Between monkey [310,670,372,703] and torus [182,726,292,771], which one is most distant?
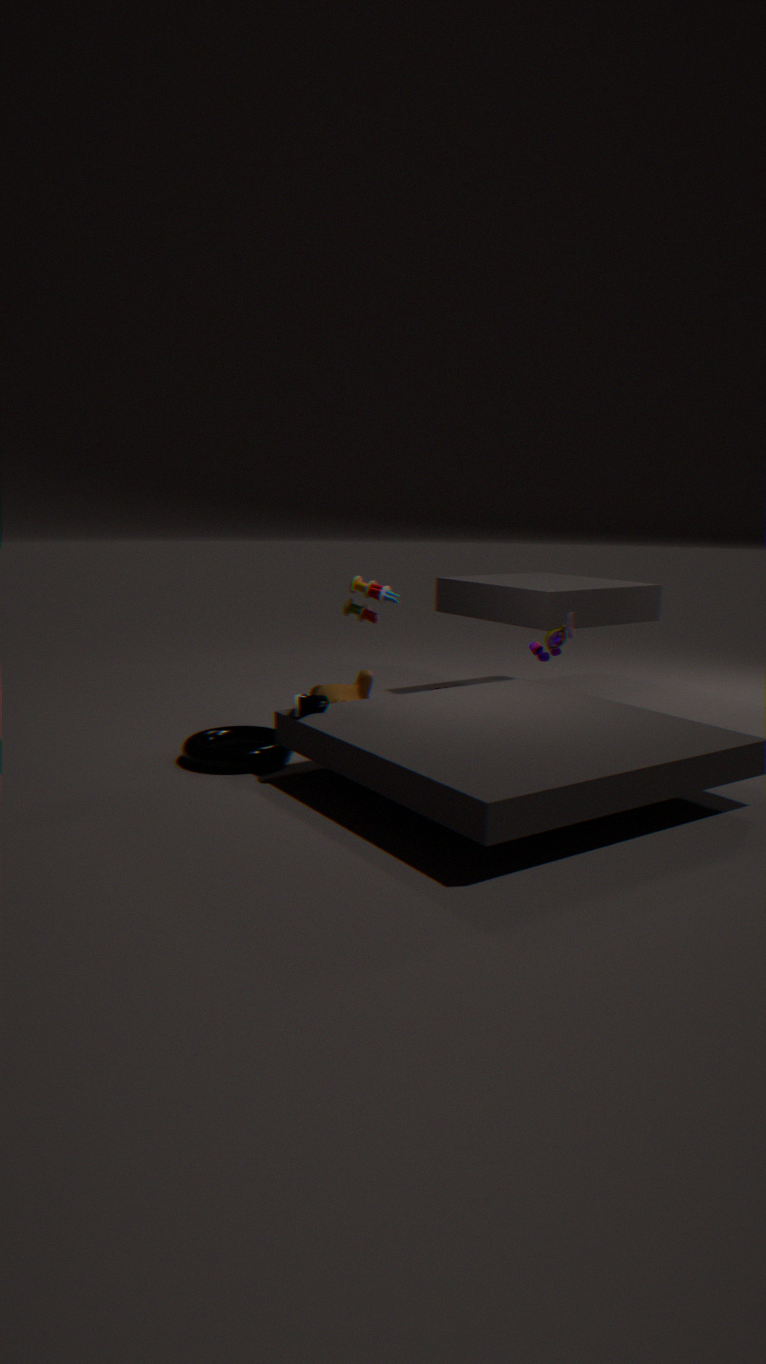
monkey [310,670,372,703]
